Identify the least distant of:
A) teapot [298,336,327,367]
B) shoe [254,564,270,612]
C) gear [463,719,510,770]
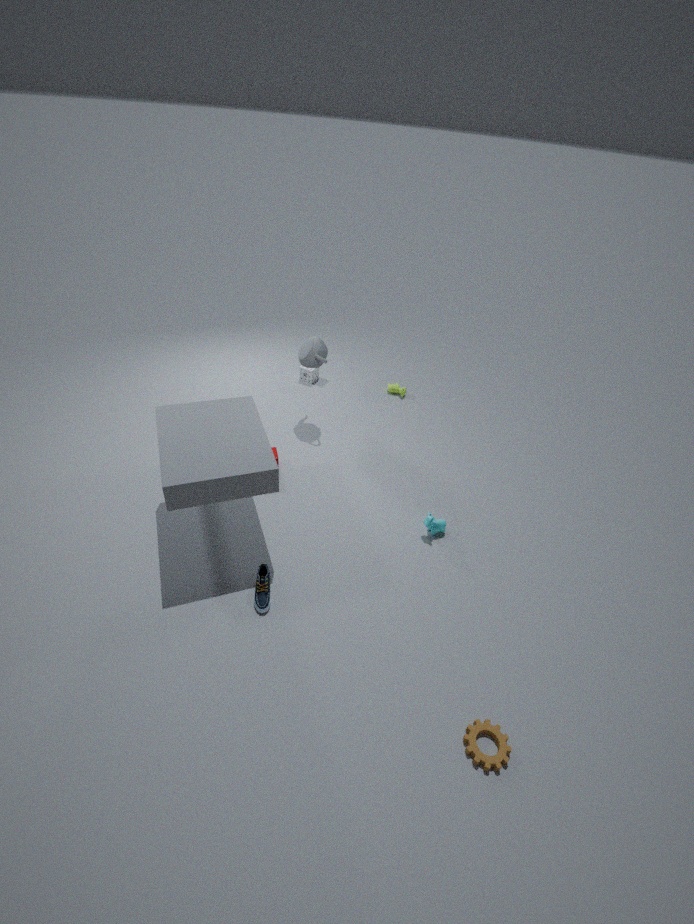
gear [463,719,510,770]
